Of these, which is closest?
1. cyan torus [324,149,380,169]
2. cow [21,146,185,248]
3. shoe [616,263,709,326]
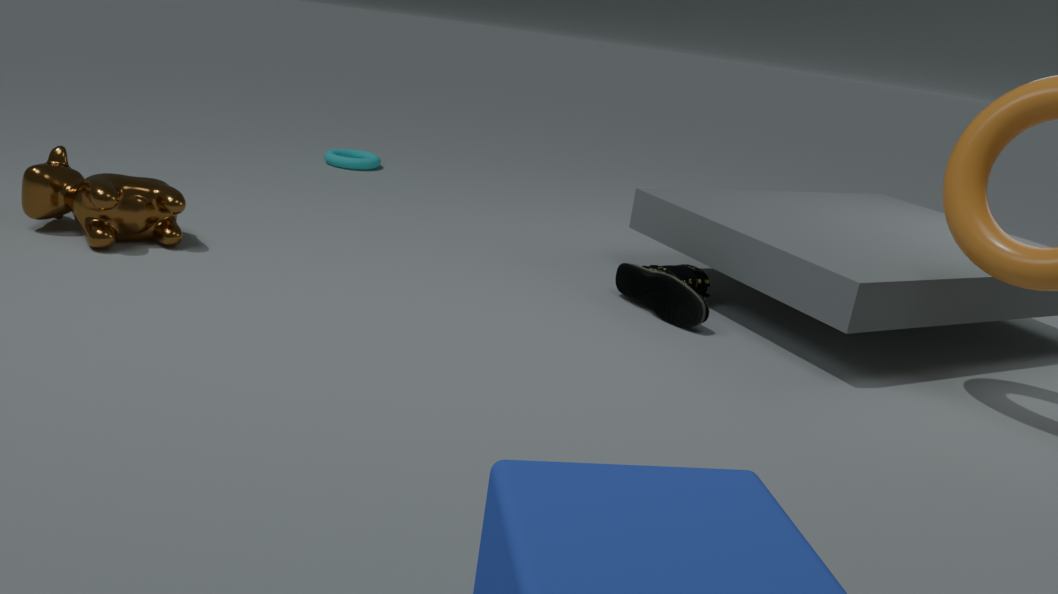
cow [21,146,185,248]
